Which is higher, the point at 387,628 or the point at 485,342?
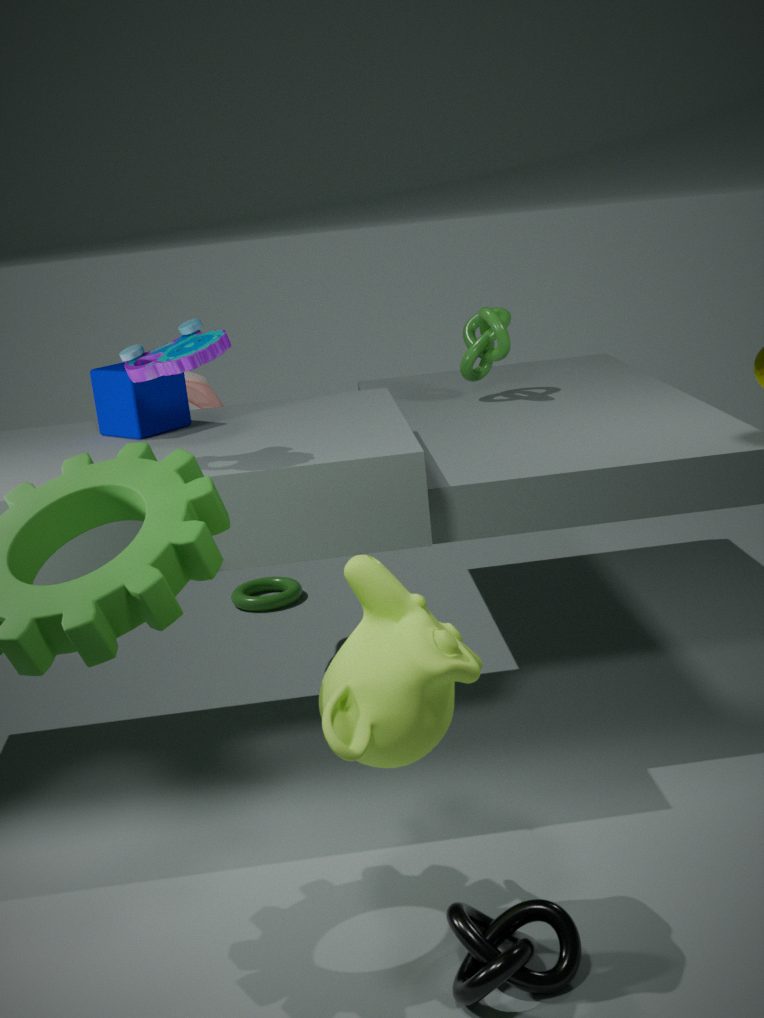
the point at 485,342
